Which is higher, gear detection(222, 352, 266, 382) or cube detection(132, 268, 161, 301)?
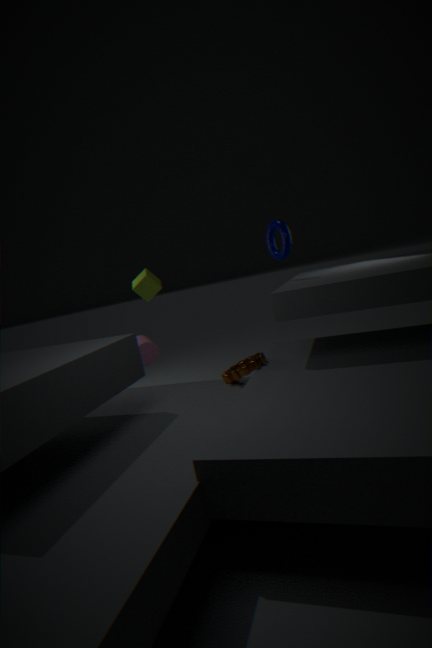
cube detection(132, 268, 161, 301)
